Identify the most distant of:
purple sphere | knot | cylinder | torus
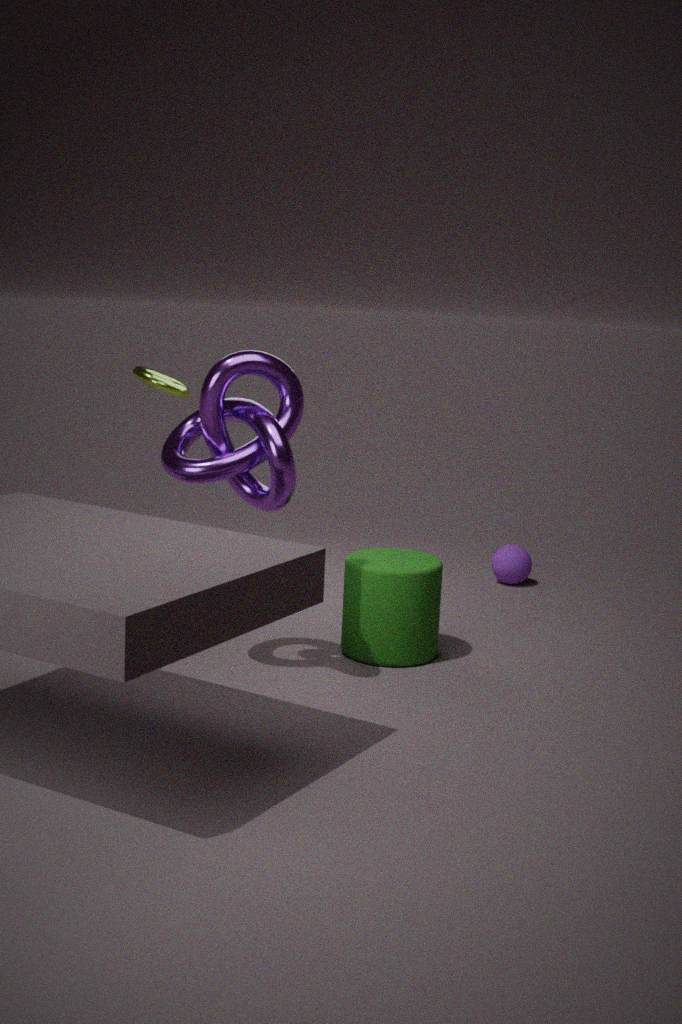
purple sphere
